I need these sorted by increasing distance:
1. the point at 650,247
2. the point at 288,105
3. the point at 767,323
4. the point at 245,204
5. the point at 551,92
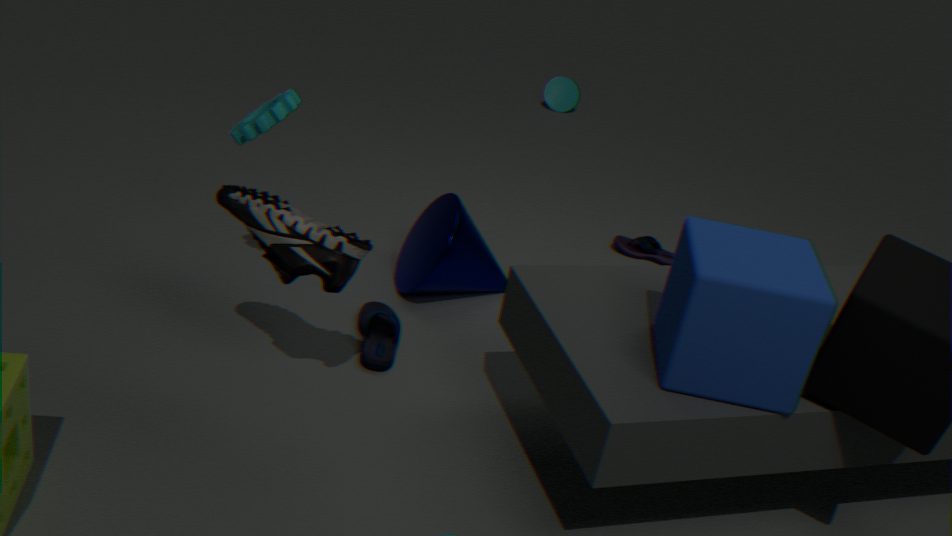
the point at 767,323
the point at 245,204
the point at 288,105
the point at 650,247
the point at 551,92
